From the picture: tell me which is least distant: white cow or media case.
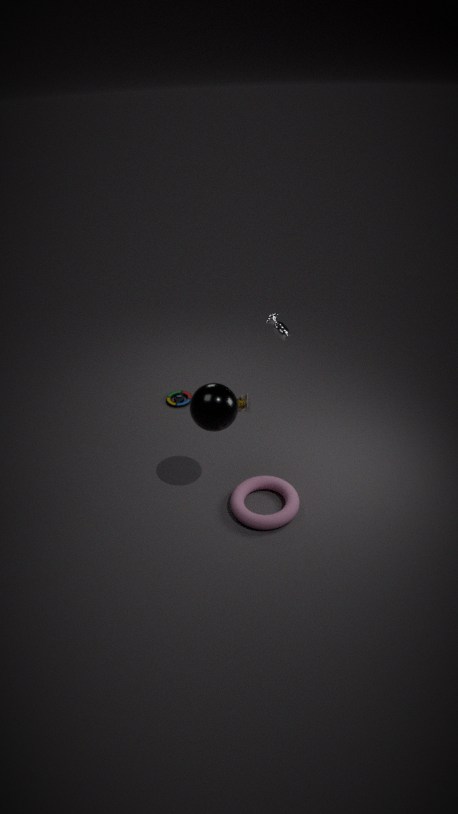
white cow
